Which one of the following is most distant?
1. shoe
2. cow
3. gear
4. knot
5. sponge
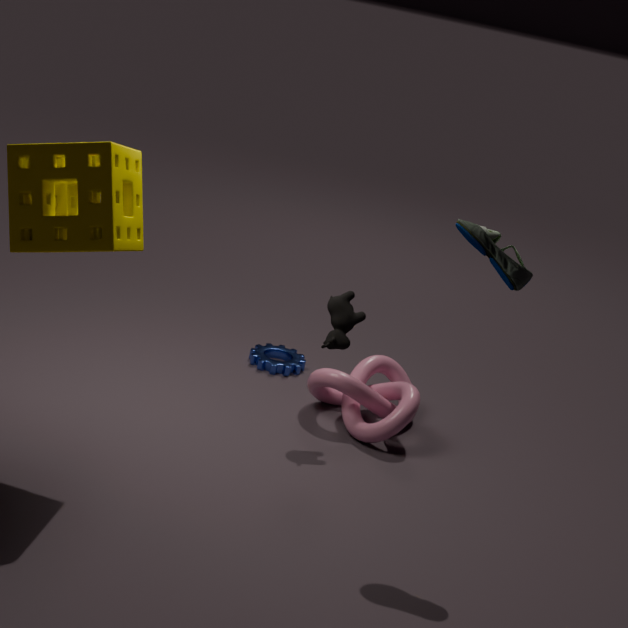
gear
